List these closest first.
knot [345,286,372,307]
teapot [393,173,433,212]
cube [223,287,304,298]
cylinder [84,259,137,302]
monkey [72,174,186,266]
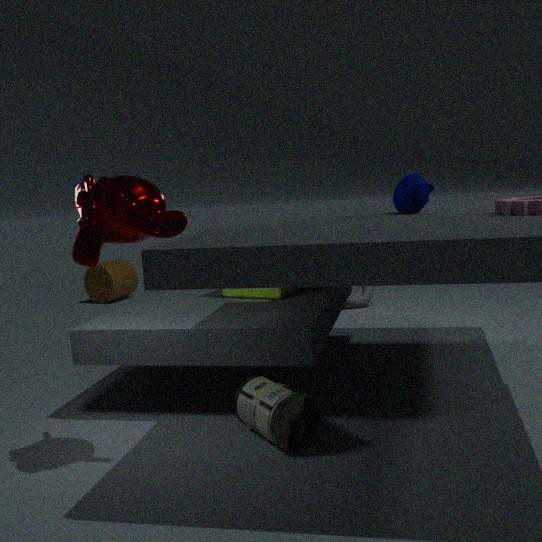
monkey [72,174,186,266]
teapot [393,173,433,212]
cube [223,287,304,298]
knot [345,286,372,307]
cylinder [84,259,137,302]
